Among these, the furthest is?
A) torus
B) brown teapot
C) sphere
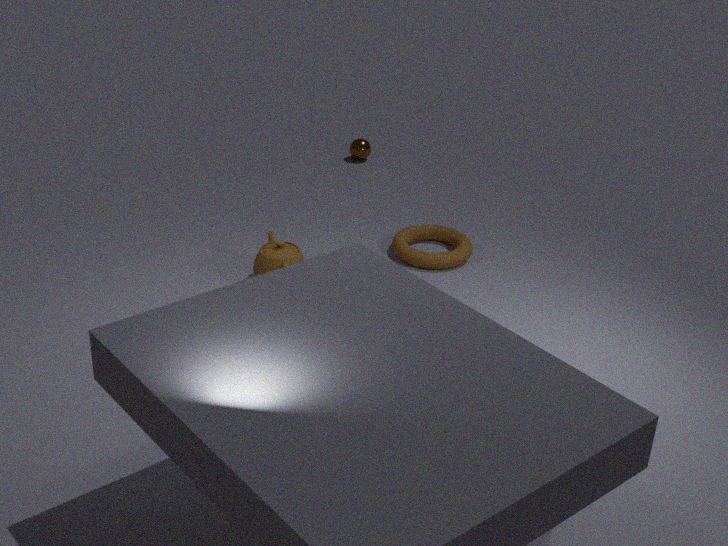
sphere
